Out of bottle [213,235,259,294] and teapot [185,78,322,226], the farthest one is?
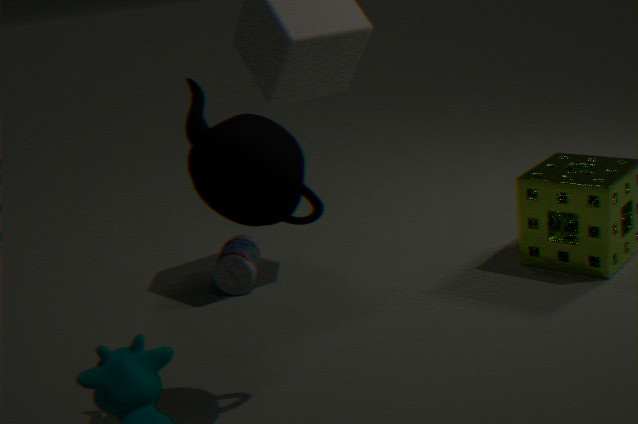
bottle [213,235,259,294]
